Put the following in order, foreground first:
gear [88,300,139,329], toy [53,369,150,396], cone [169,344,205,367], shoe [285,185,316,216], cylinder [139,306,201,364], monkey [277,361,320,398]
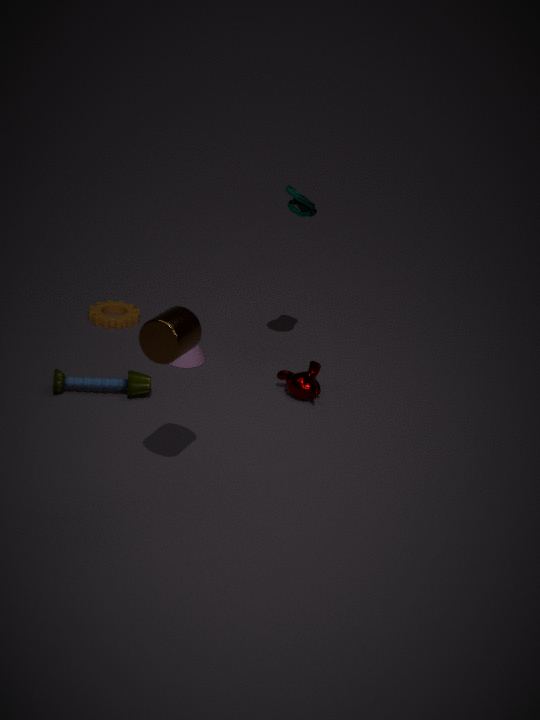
cylinder [139,306,201,364] → shoe [285,185,316,216] → toy [53,369,150,396] → monkey [277,361,320,398] → cone [169,344,205,367] → gear [88,300,139,329]
